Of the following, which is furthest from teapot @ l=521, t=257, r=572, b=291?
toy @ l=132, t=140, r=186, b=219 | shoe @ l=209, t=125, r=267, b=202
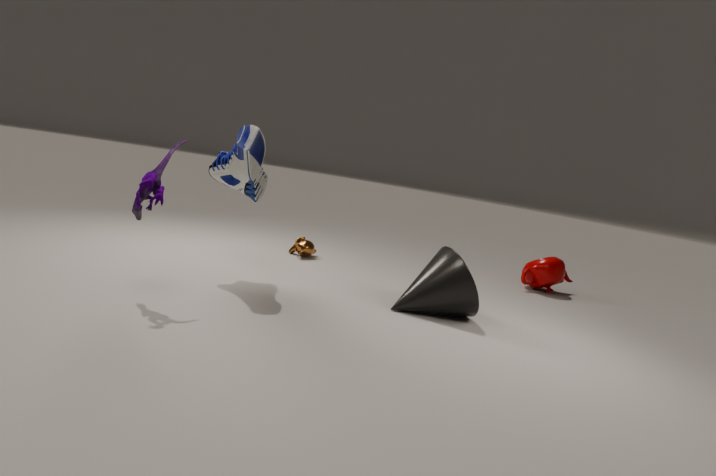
toy @ l=132, t=140, r=186, b=219
